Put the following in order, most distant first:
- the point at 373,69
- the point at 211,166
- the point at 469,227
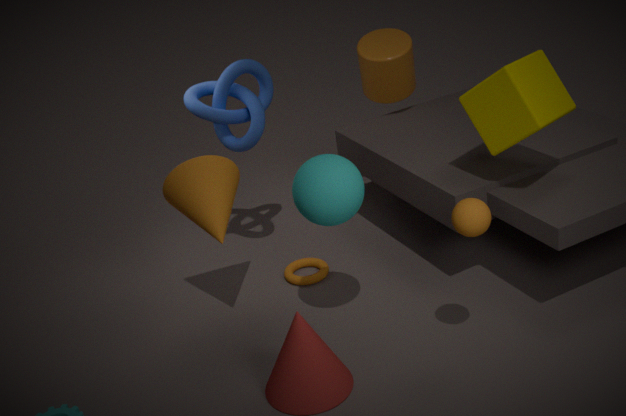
the point at 373,69, the point at 211,166, the point at 469,227
